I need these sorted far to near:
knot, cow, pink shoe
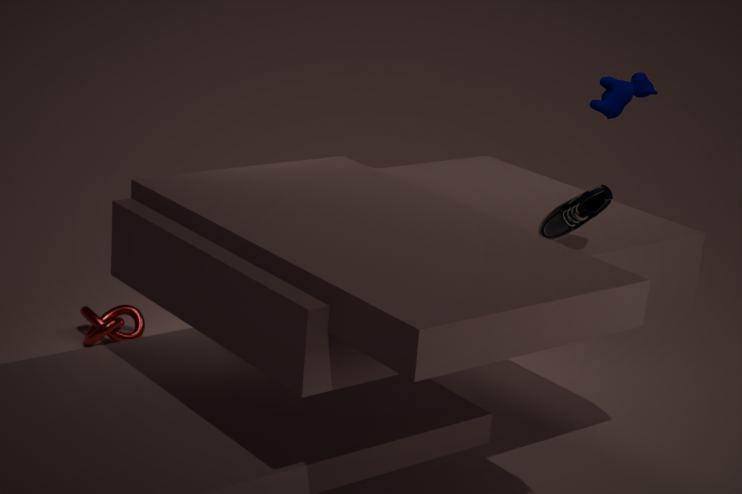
knot < cow < pink shoe
